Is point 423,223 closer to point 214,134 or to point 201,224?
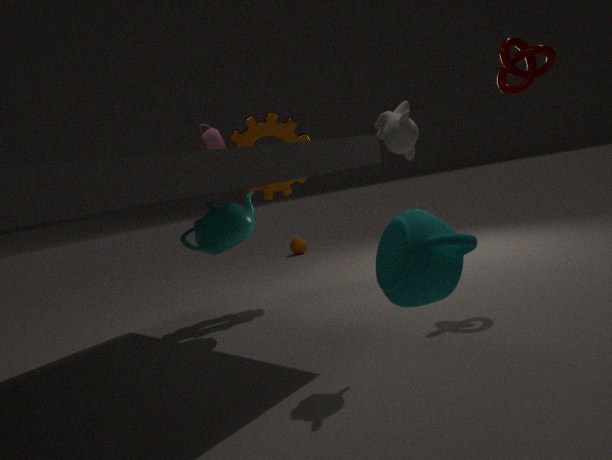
point 201,224
